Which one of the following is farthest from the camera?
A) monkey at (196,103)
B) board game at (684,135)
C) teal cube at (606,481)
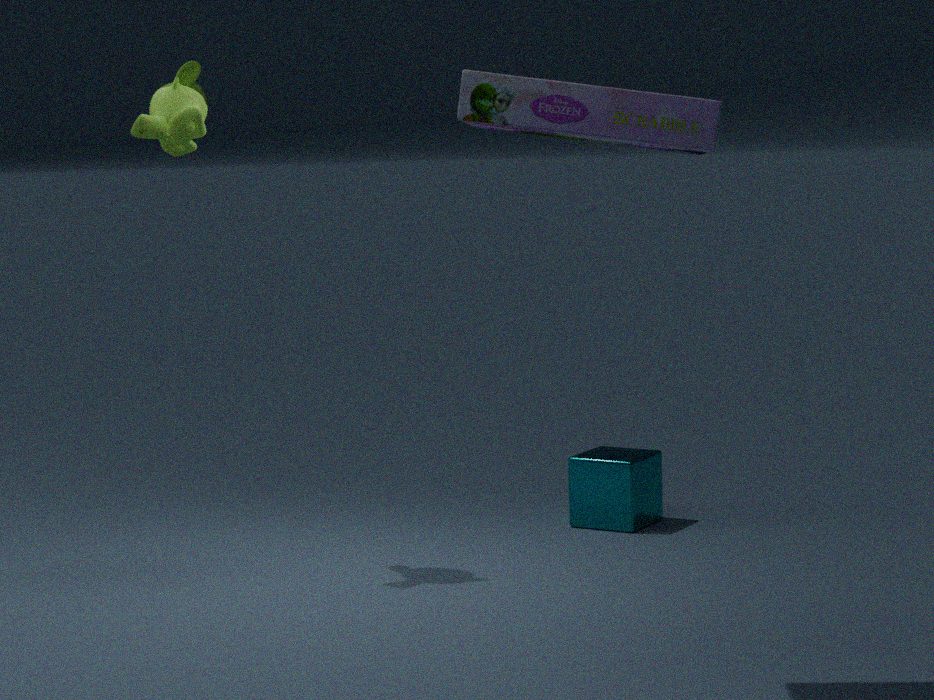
teal cube at (606,481)
